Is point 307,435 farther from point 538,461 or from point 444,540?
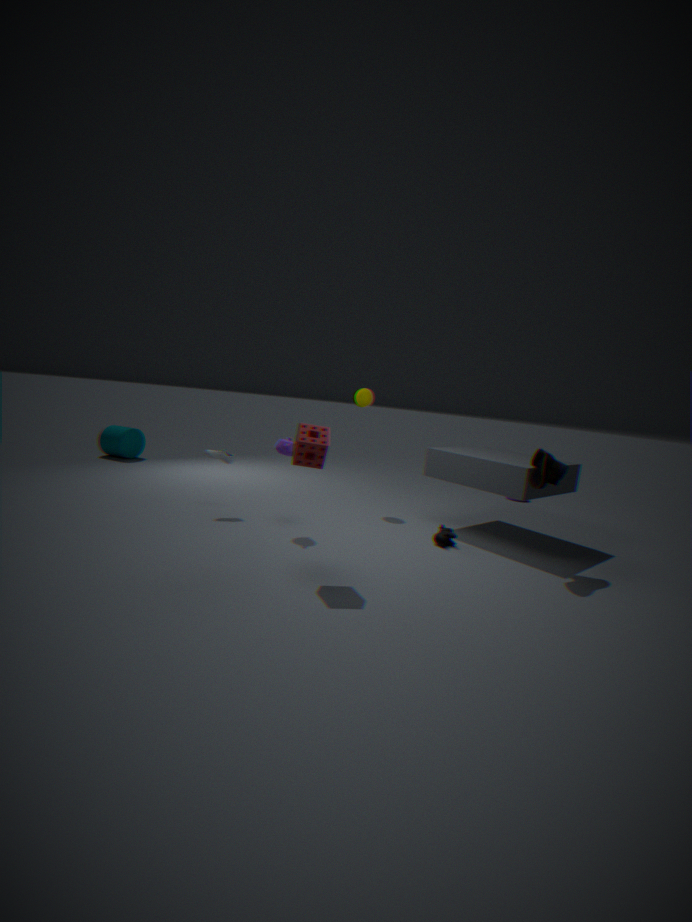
point 538,461
